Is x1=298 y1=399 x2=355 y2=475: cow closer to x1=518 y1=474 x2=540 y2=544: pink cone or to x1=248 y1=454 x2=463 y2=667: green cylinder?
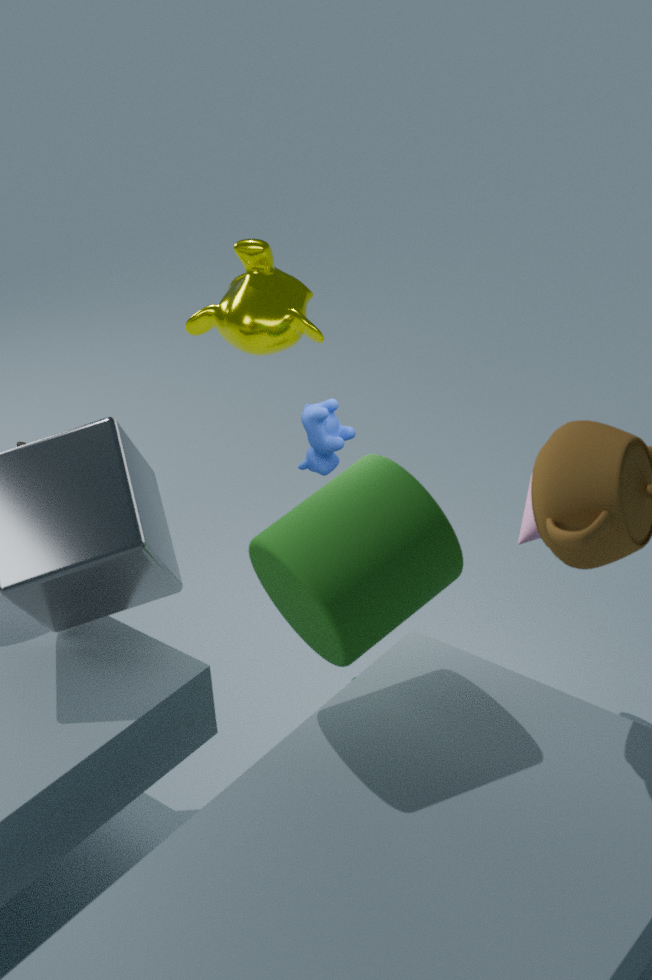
x1=518 y1=474 x2=540 y2=544: pink cone
